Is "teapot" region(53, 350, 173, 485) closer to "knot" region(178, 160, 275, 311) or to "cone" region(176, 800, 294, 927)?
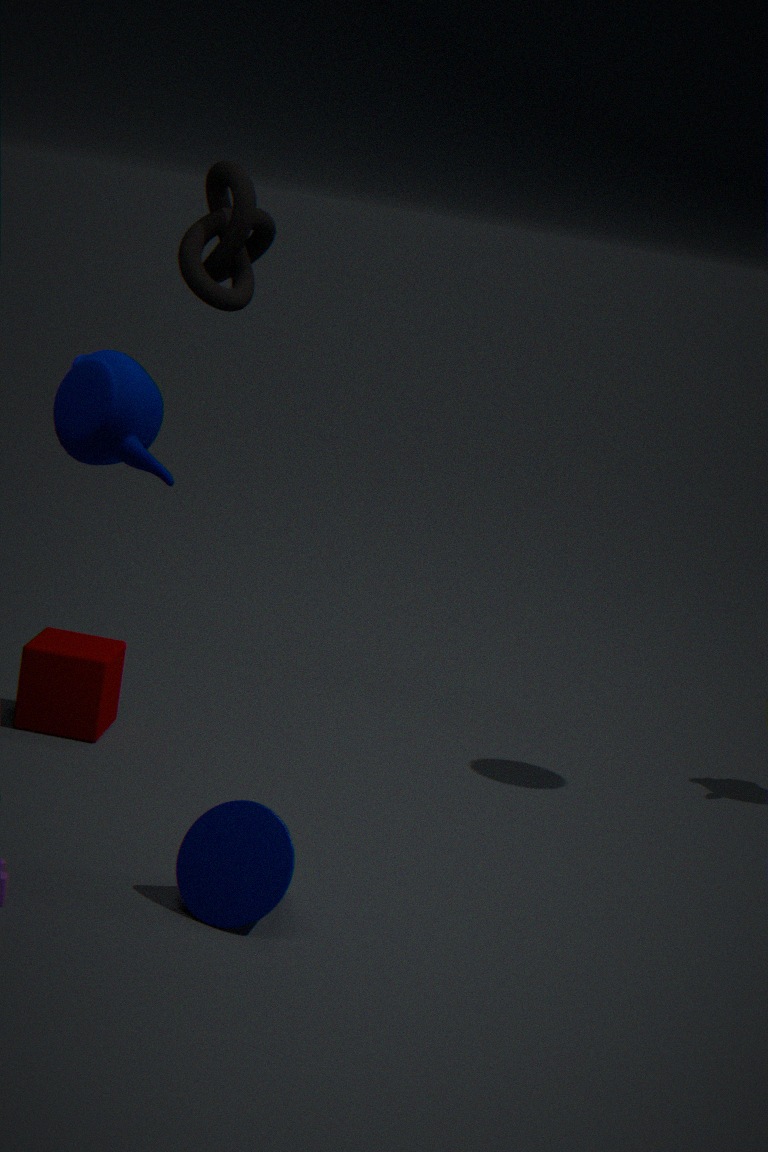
"knot" region(178, 160, 275, 311)
